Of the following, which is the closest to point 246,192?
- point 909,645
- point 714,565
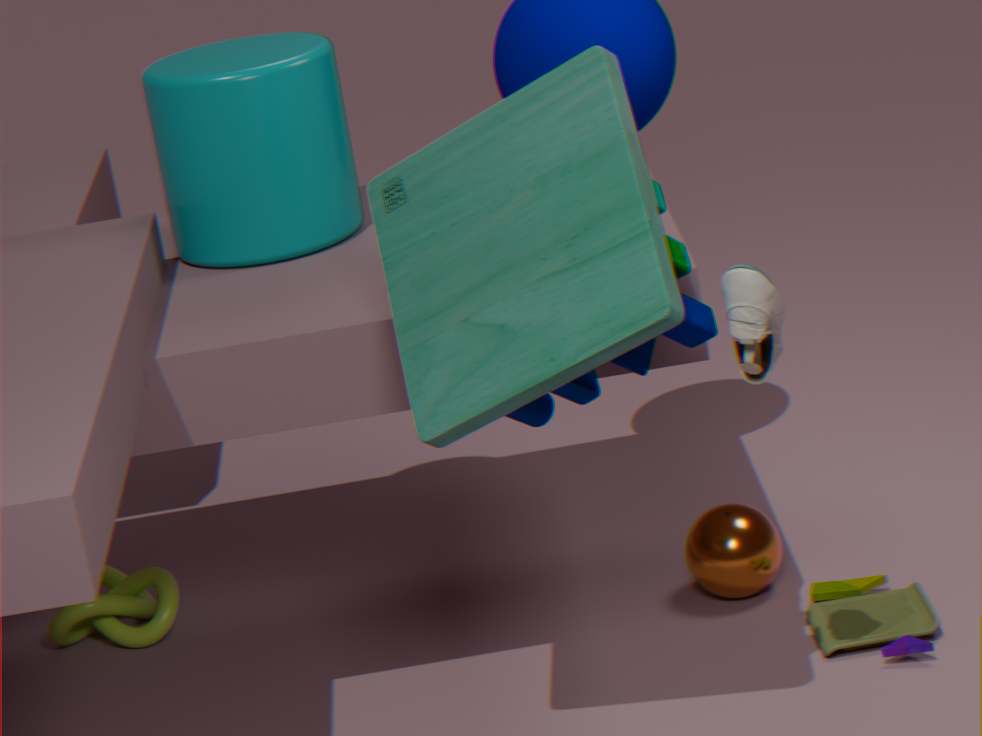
point 714,565
